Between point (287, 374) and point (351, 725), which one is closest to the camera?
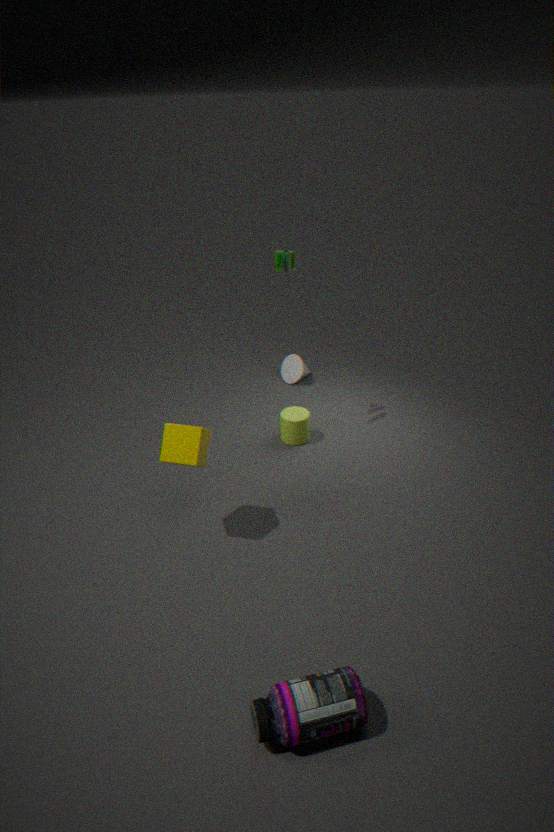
point (351, 725)
